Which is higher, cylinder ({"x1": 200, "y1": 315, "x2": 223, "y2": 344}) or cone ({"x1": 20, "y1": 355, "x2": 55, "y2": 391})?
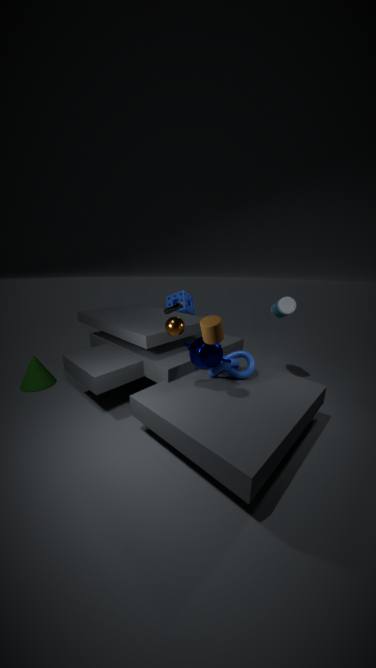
cylinder ({"x1": 200, "y1": 315, "x2": 223, "y2": 344})
